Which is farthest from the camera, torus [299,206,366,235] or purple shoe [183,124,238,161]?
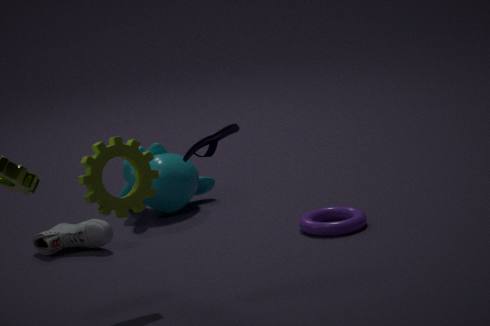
torus [299,206,366,235]
